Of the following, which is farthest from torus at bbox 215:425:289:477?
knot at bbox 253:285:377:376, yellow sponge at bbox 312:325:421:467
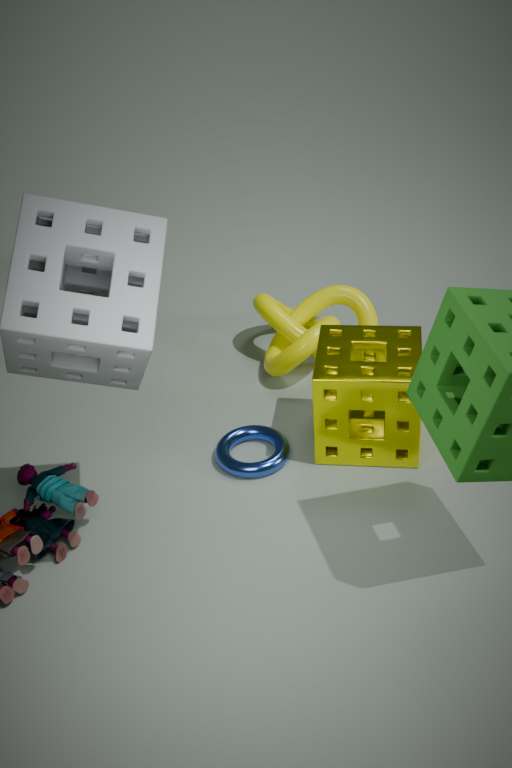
knot at bbox 253:285:377:376
